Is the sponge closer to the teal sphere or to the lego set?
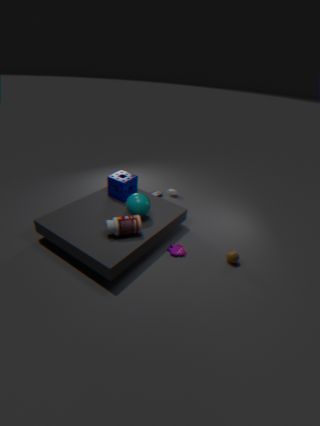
the teal sphere
